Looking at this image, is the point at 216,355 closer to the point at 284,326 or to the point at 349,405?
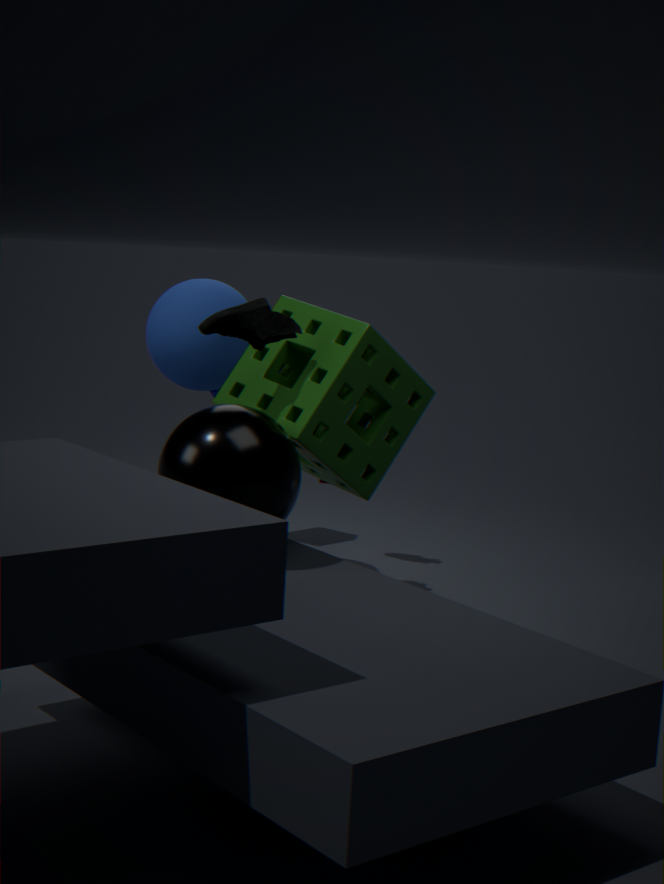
the point at 349,405
